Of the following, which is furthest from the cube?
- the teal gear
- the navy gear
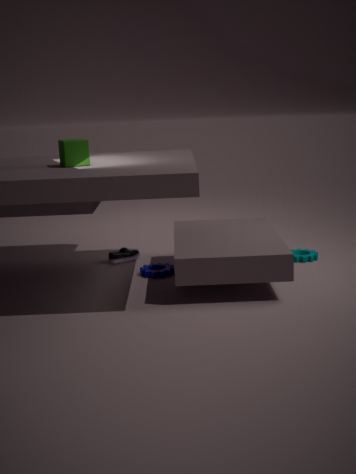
the teal gear
